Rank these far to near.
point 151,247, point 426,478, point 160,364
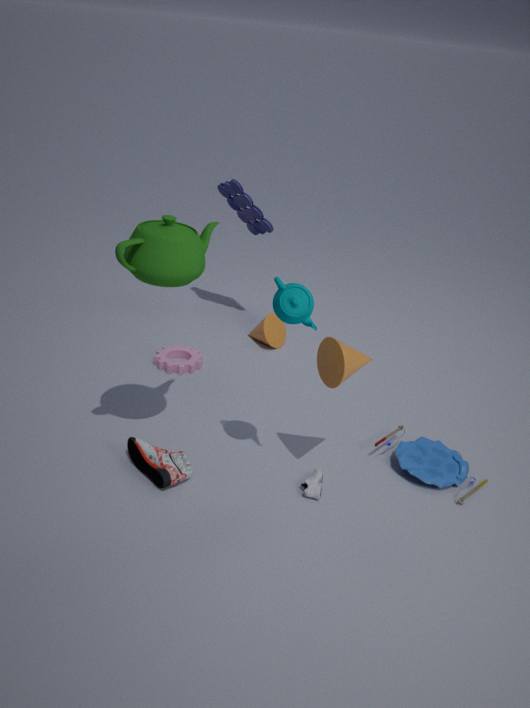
point 160,364
point 426,478
point 151,247
